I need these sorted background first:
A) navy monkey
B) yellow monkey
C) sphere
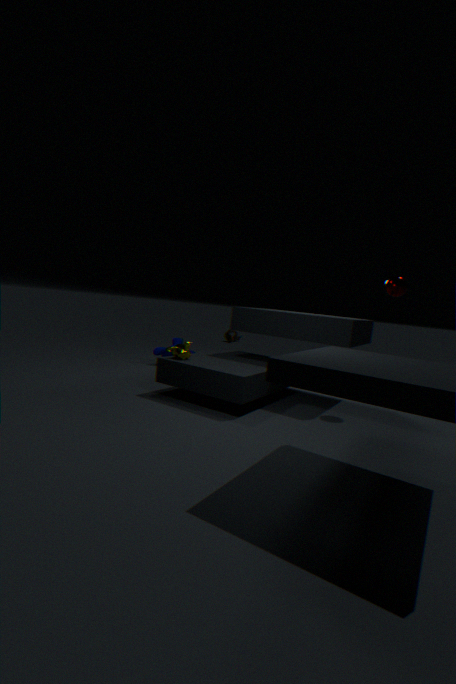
navy monkey
yellow monkey
sphere
